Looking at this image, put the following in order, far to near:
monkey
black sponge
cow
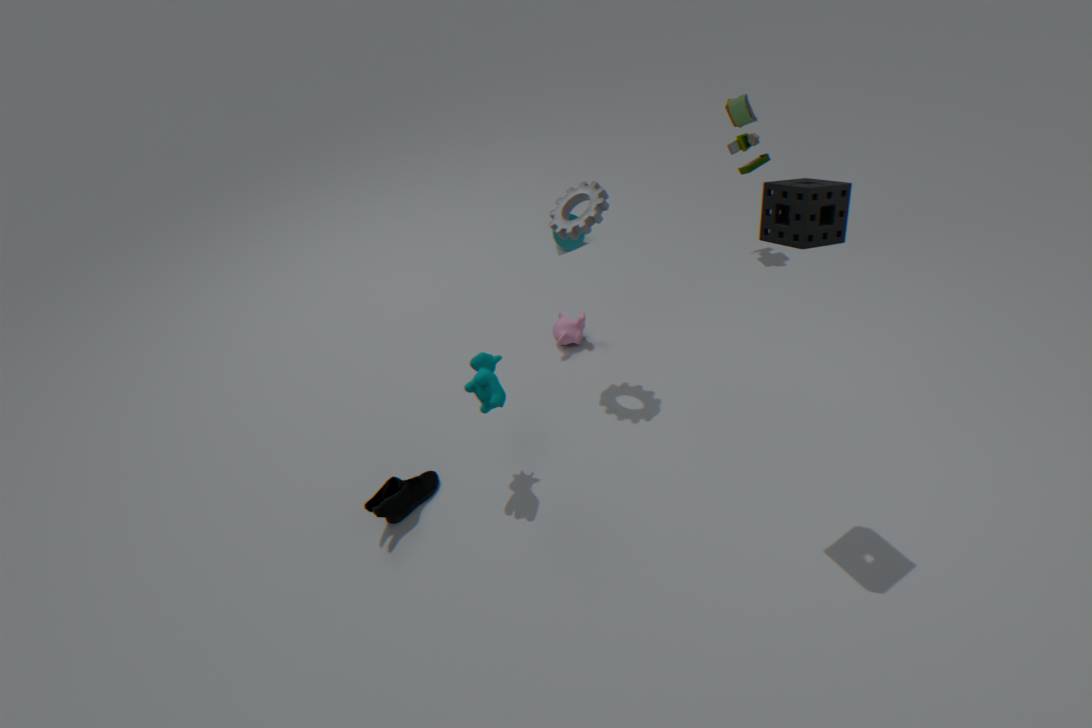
monkey, cow, black sponge
